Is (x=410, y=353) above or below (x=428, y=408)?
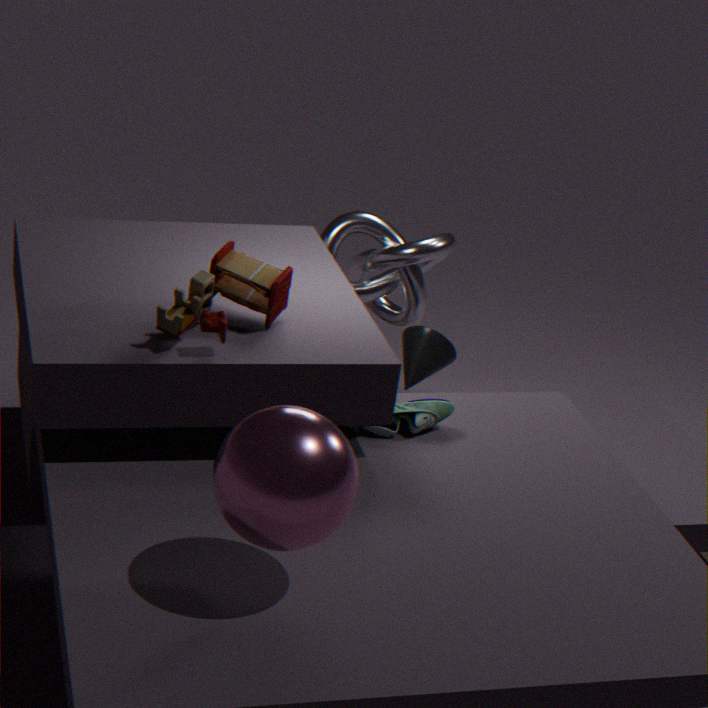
below
